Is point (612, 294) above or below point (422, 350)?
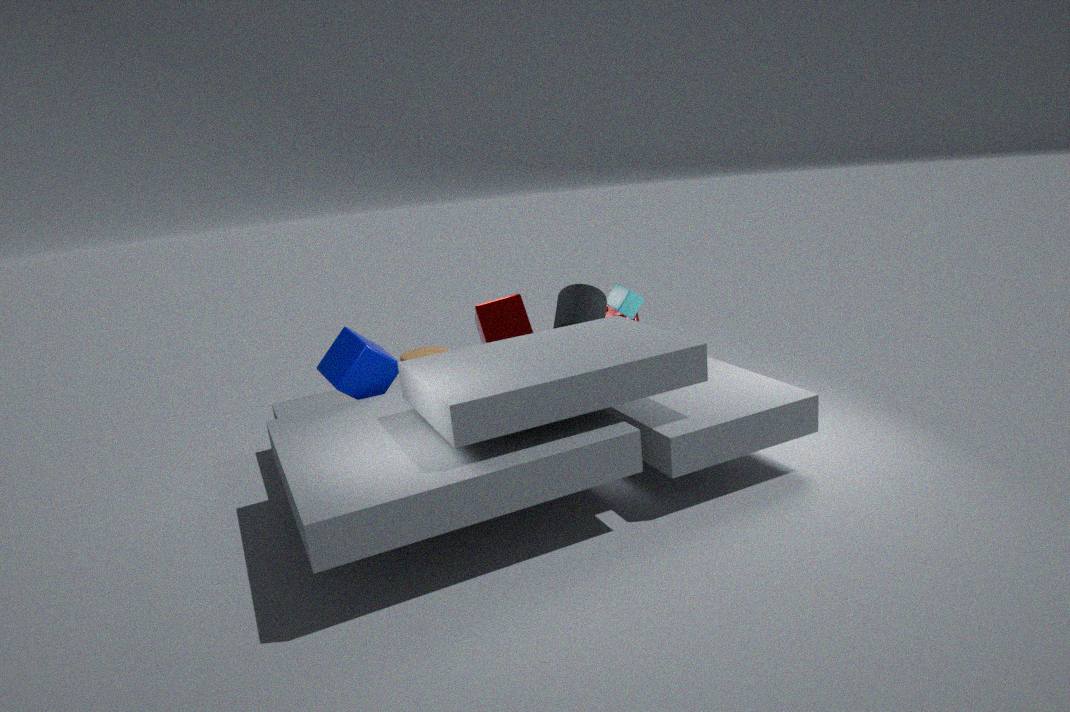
above
